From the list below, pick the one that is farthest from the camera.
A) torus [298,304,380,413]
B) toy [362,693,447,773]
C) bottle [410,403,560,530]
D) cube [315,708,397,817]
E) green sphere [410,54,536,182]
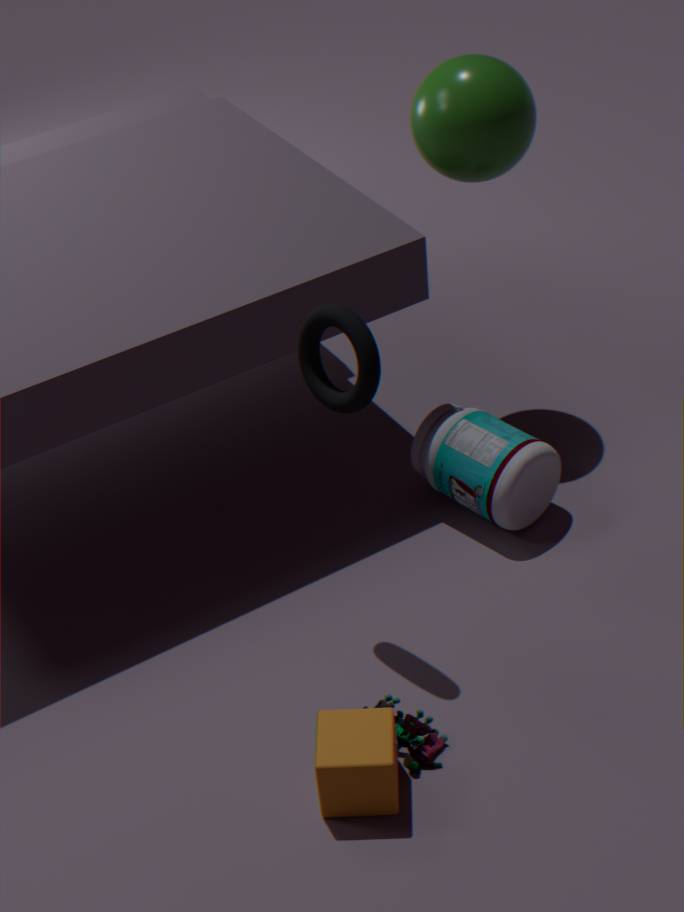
bottle [410,403,560,530]
